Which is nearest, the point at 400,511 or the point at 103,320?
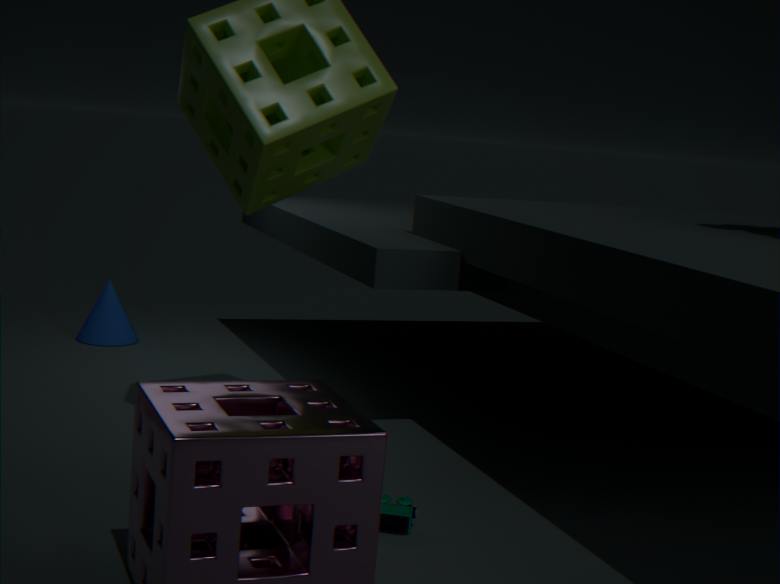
the point at 400,511
